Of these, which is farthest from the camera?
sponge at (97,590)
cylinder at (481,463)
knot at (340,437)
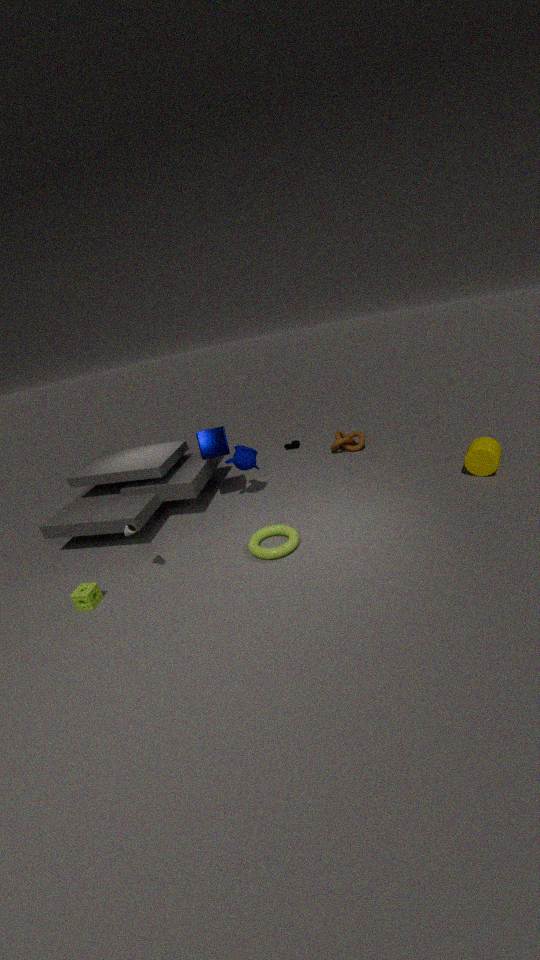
knot at (340,437)
